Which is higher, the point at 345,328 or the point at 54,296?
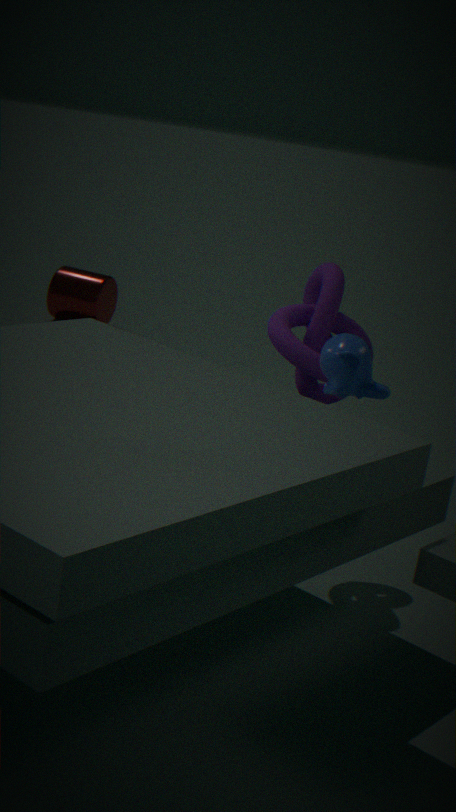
the point at 345,328
